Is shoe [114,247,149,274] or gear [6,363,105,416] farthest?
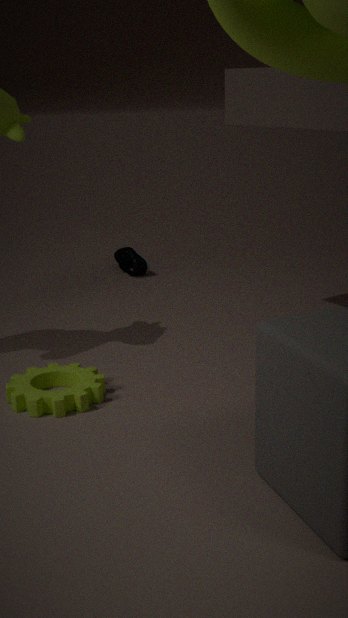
shoe [114,247,149,274]
